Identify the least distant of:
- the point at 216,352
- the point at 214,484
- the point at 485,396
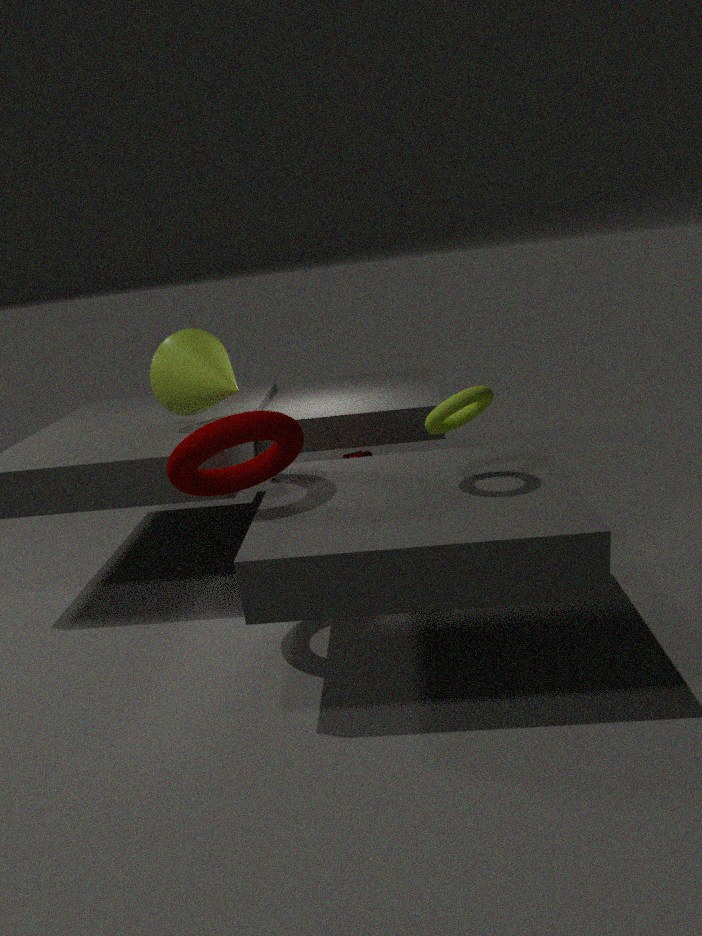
the point at 485,396
